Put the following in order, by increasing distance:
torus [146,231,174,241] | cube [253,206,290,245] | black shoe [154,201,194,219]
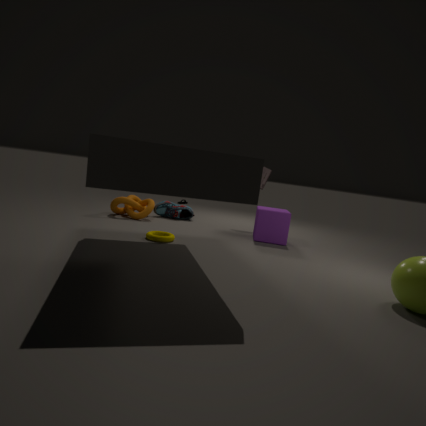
torus [146,231,174,241] → cube [253,206,290,245] → black shoe [154,201,194,219]
